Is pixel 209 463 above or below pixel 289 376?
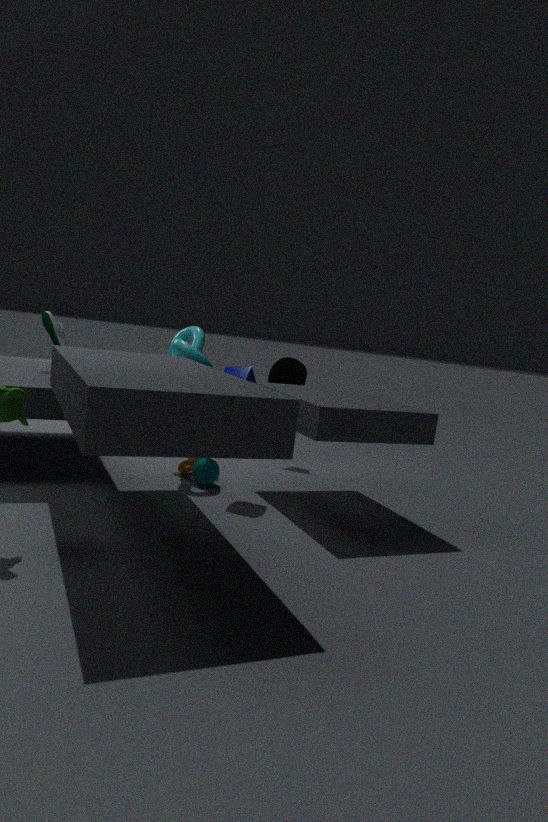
below
